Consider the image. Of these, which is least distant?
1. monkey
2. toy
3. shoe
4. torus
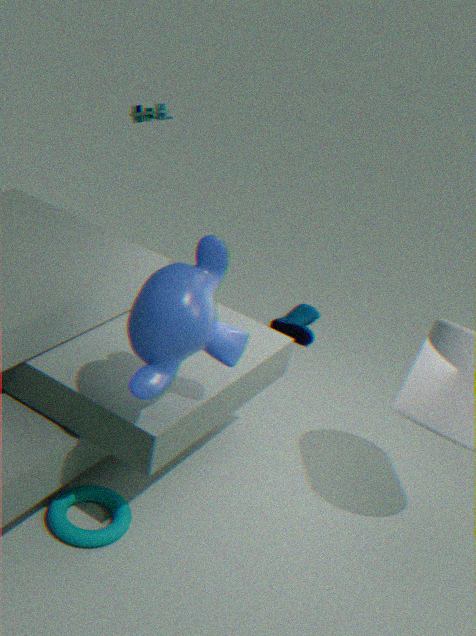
monkey
